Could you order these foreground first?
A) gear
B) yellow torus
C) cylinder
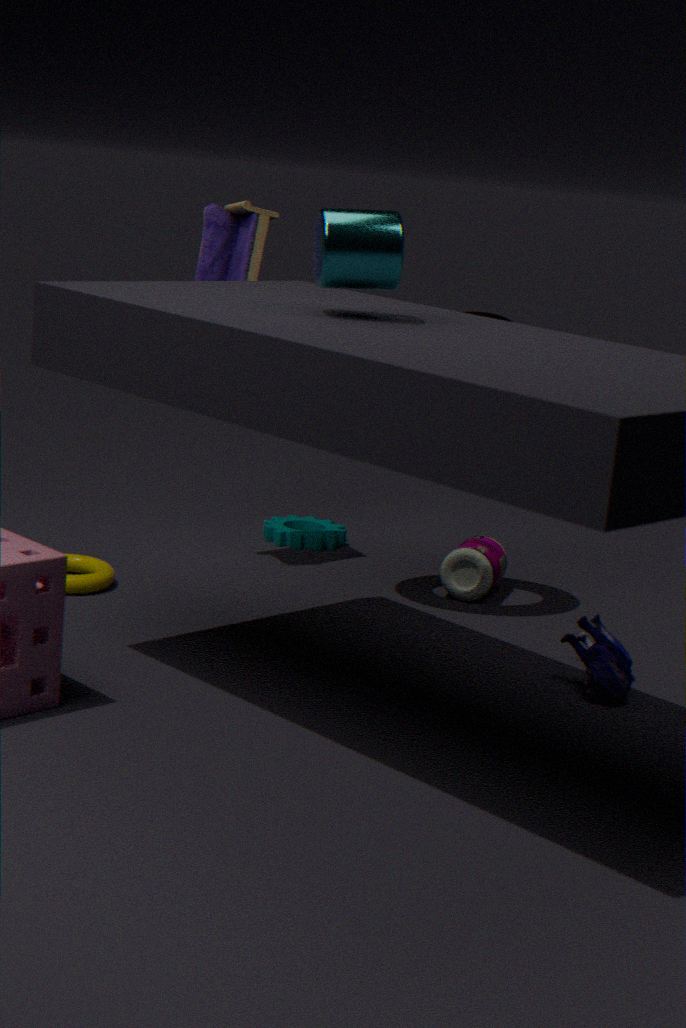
cylinder → yellow torus → gear
